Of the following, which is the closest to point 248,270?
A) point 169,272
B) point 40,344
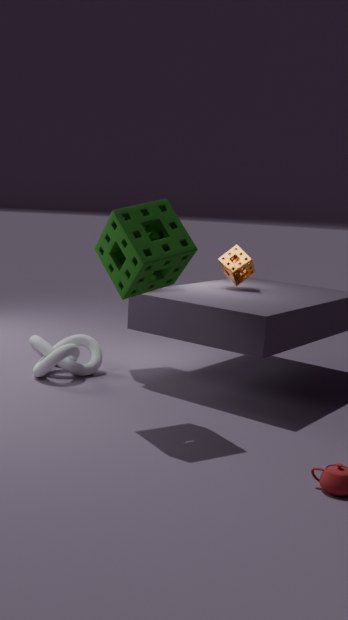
point 169,272
